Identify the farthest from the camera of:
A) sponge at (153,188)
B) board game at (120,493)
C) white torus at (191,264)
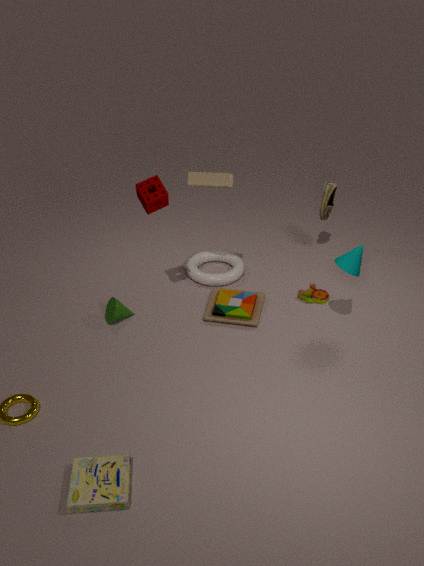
white torus at (191,264)
